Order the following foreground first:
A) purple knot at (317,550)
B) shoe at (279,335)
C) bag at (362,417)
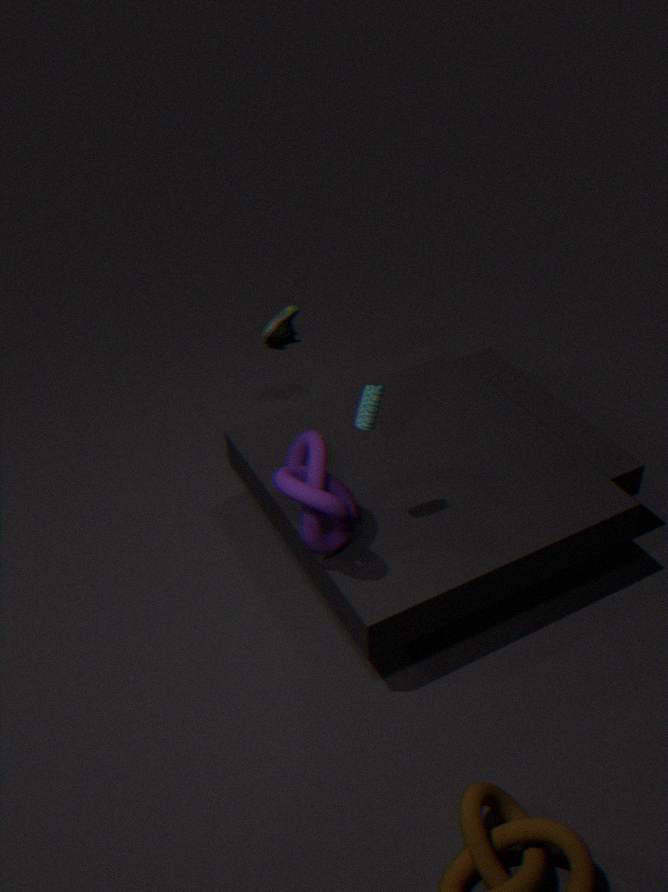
purple knot at (317,550)
bag at (362,417)
shoe at (279,335)
